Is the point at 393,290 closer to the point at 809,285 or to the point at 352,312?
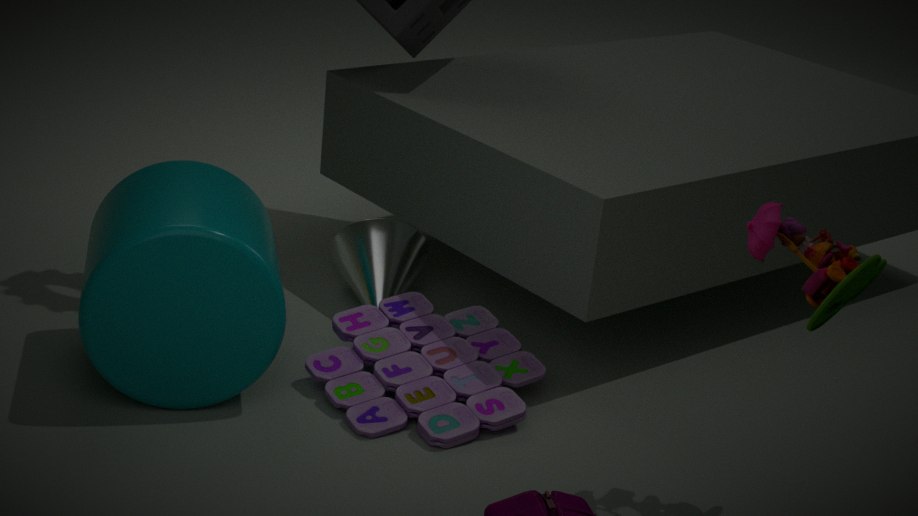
Result: the point at 352,312
